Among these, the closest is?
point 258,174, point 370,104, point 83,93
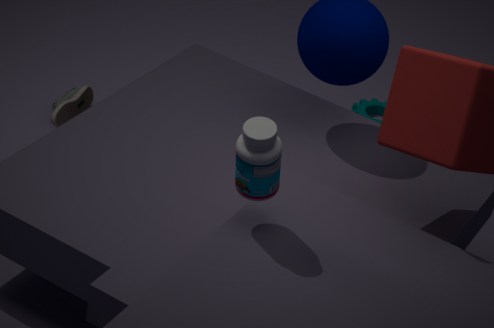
point 258,174
